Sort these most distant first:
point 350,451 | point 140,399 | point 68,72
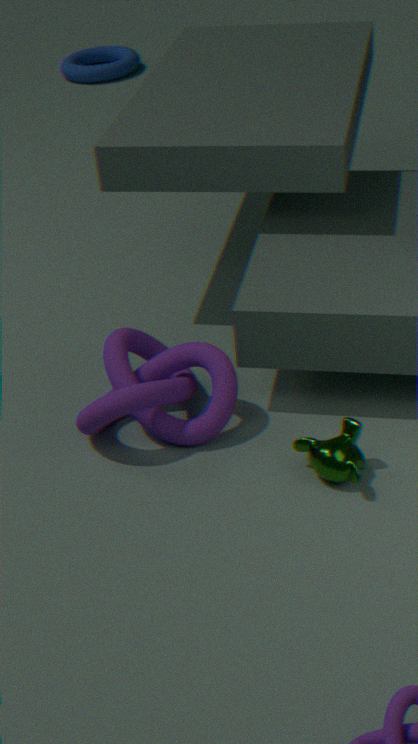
point 68,72 < point 140,399 < point 350,451
